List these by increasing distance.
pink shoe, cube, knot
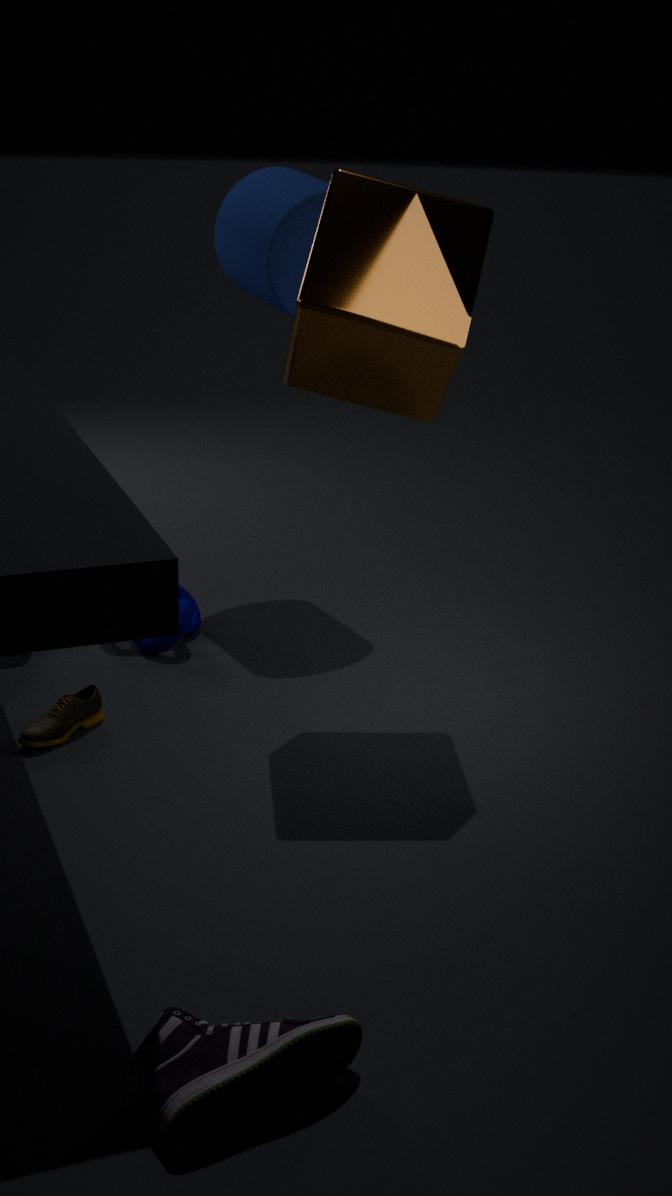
pink shoe, cube, knot
